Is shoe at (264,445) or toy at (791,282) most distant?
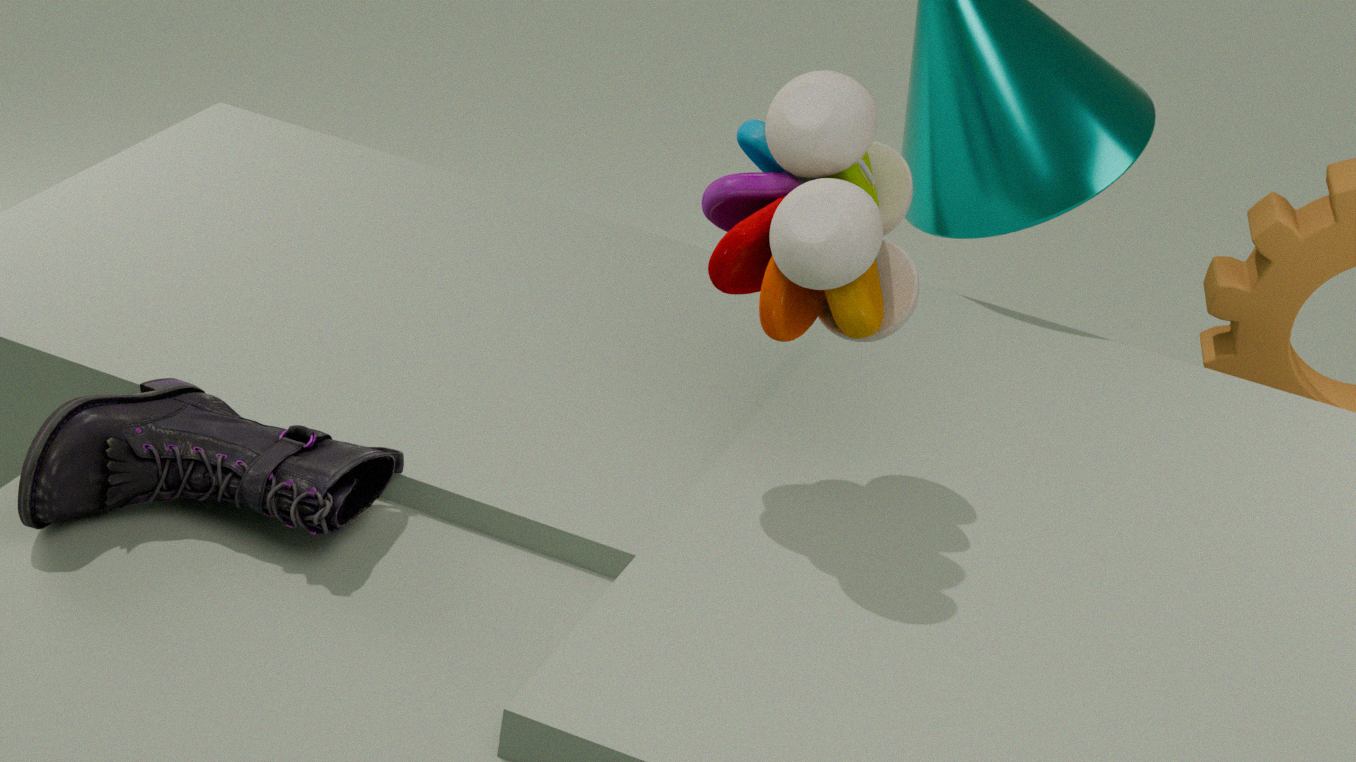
shoe at (264,445)
